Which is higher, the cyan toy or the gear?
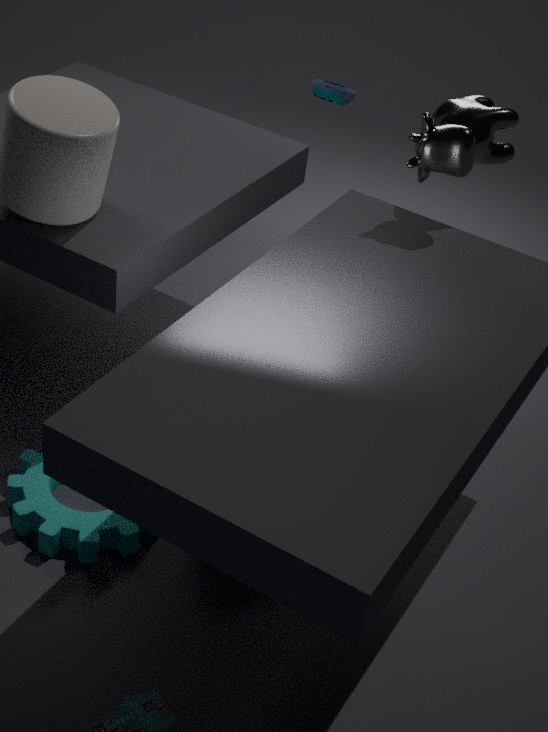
the cyan toy
